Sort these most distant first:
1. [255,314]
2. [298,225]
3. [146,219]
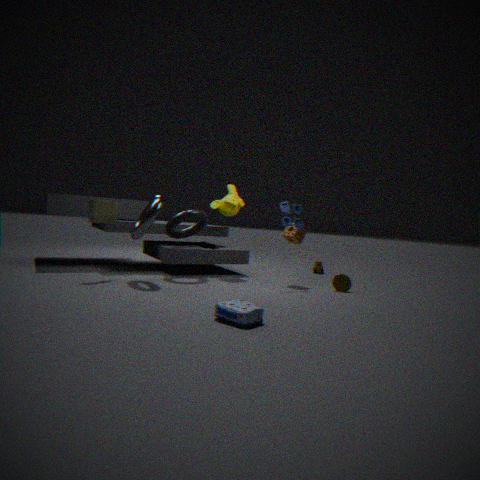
[298,225], [146,219], [255,314]
